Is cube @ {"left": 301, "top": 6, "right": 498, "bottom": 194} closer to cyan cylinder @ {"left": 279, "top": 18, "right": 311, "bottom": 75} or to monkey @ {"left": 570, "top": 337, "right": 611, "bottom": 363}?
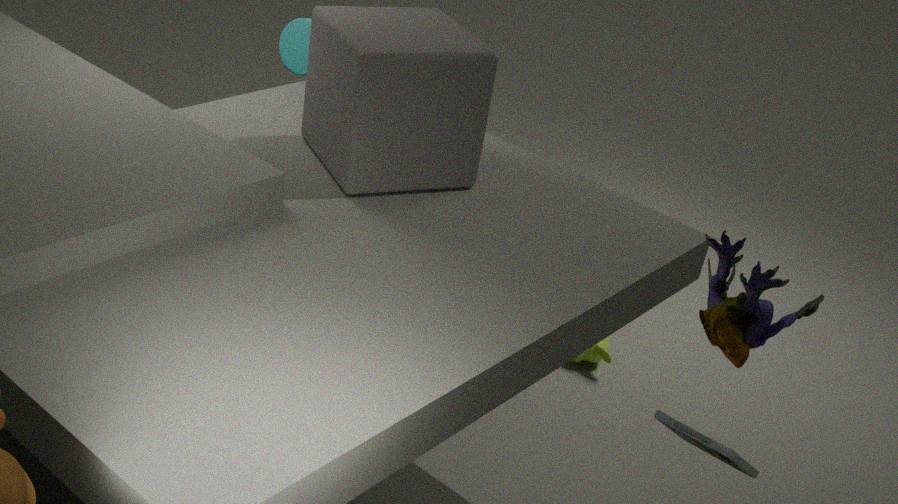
cyan cylinder @ {"left": 279, "top": 18, "right": 311, "bottom": 75}
